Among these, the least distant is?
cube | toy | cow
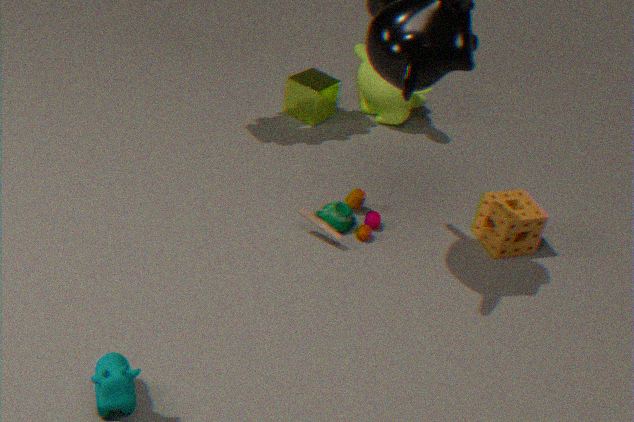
cow
